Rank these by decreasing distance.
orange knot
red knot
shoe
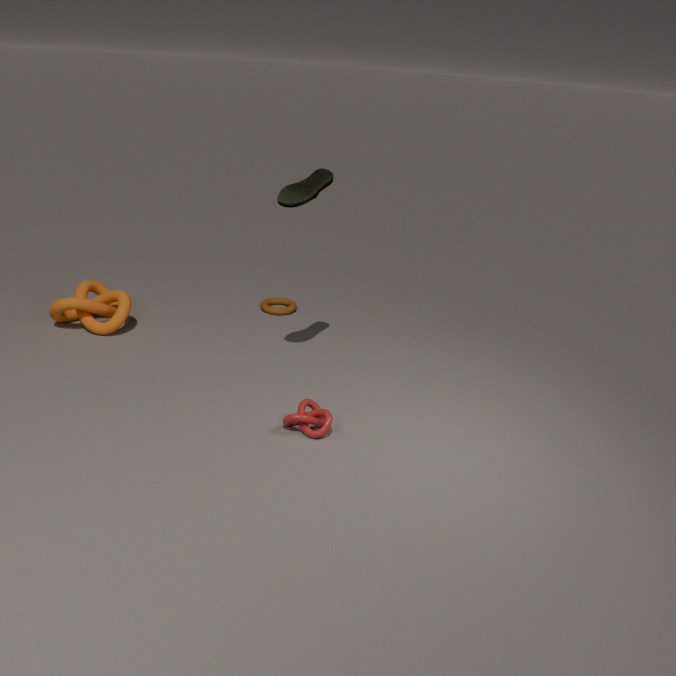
1. orange knot
2. shoe
3. red knot
